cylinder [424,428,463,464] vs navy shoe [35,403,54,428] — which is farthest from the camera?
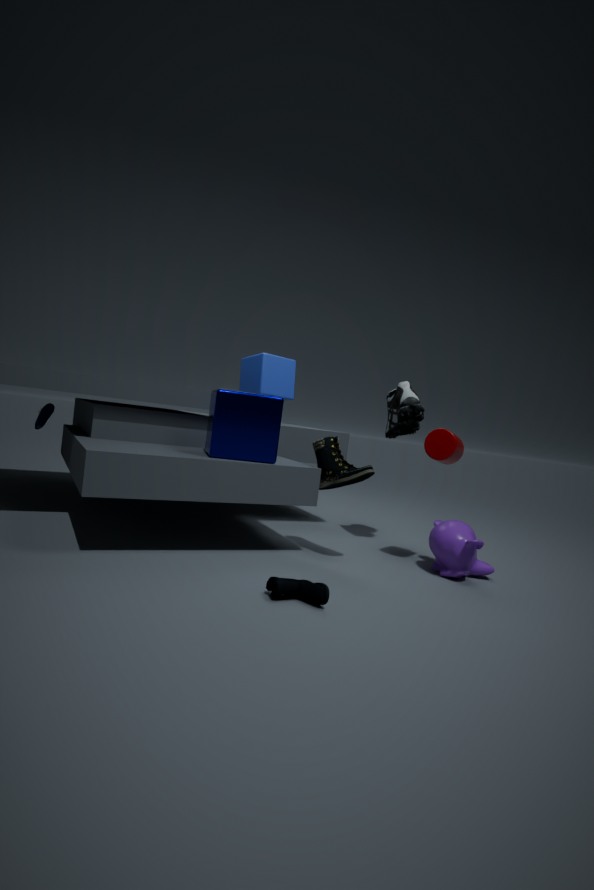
navy shoe [35,403,54,428]
